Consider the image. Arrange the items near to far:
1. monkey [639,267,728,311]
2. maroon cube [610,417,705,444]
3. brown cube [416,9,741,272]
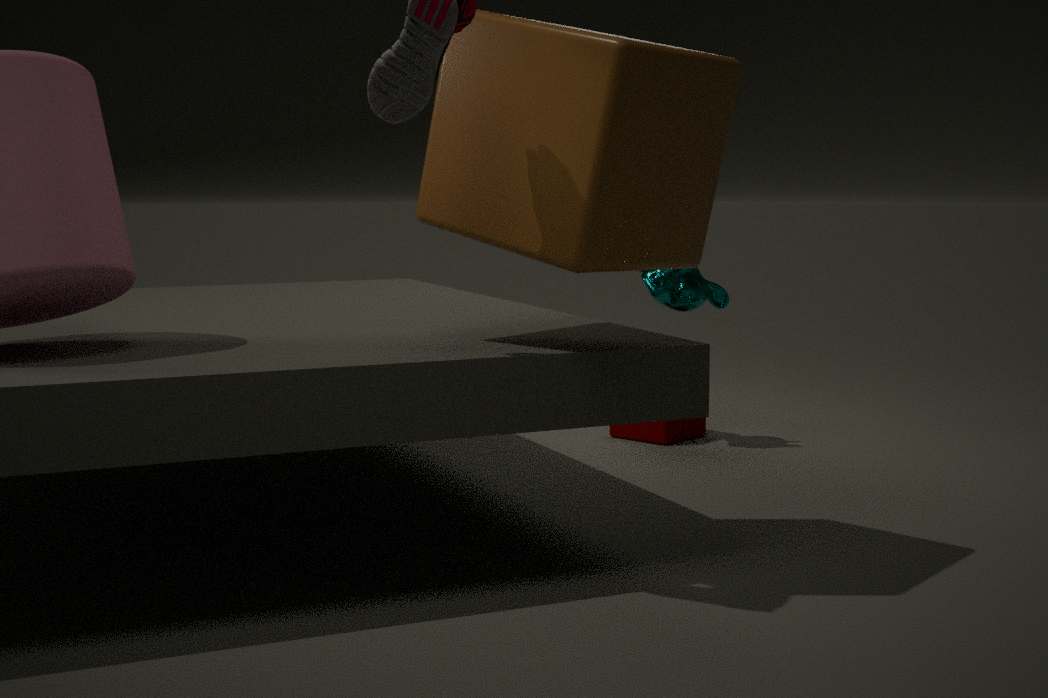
brown cube [416,9,741,272]
monkey [639,267,728,311]
maroon cube [610,417,705,444]
